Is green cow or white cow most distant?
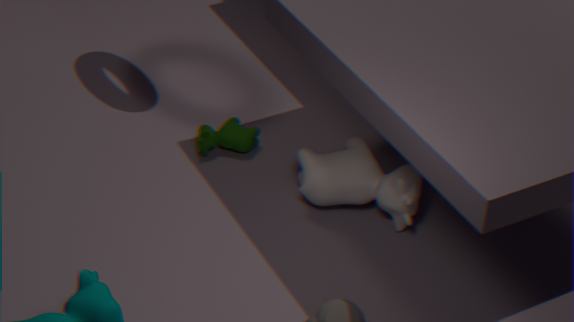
green cow
